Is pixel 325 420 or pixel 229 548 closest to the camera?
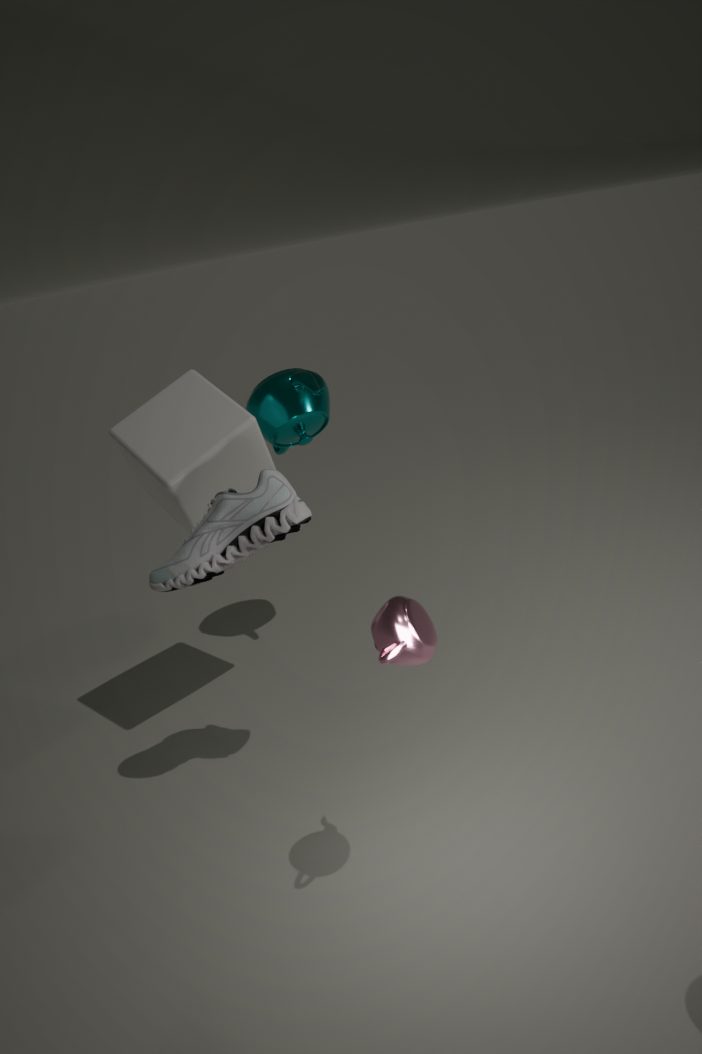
pixel 229 548
